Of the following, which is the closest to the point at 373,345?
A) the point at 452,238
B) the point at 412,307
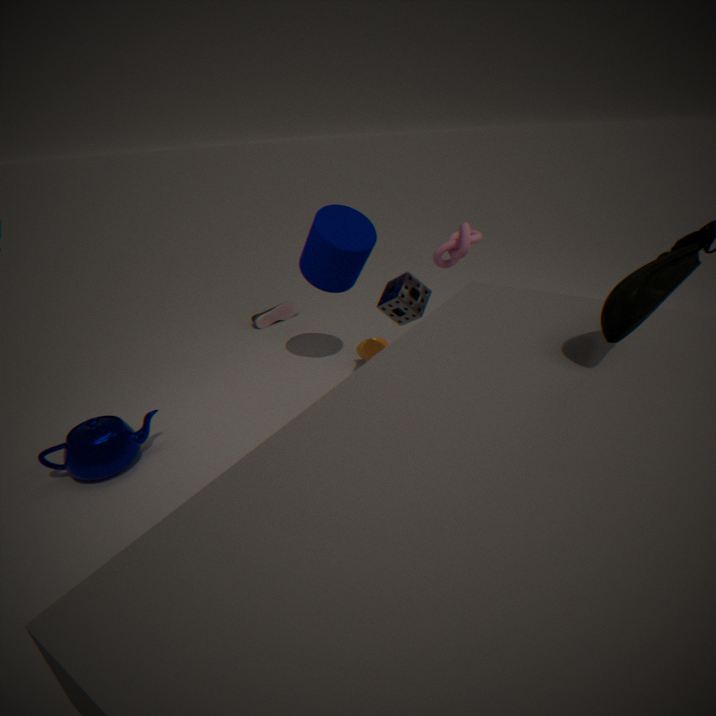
the point at 412,307
